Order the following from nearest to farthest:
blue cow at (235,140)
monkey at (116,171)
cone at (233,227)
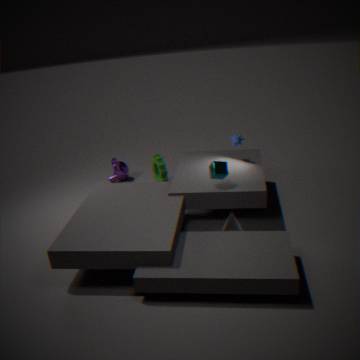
cone at (233,227) → blue cow at (235,140) → monkey at (116,171)
